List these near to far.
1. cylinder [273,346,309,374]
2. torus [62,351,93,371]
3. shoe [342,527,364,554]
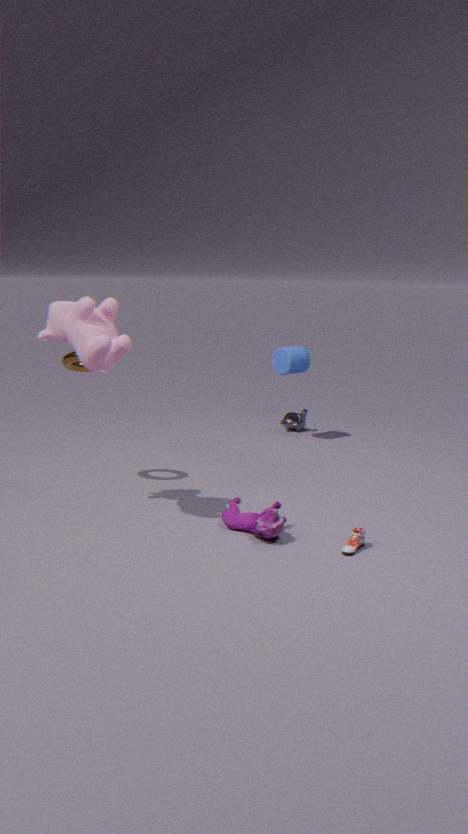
shoe [342,527,364,554], torus [62,351,93,371], cylinder [273,346,309,374]
